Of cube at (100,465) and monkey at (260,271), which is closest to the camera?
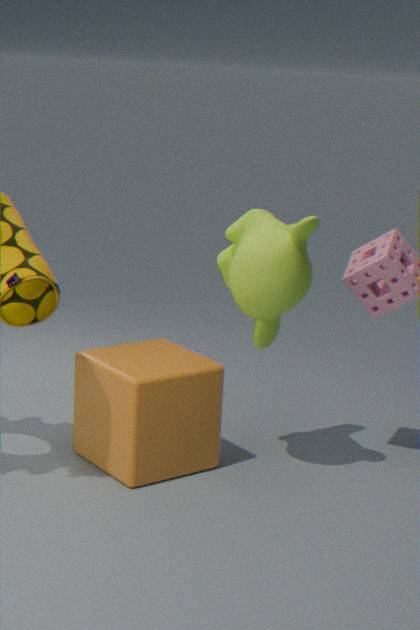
monkey at (260,271)
